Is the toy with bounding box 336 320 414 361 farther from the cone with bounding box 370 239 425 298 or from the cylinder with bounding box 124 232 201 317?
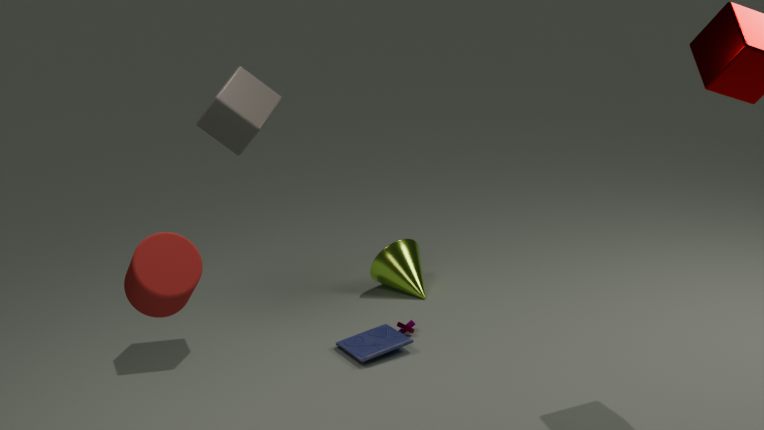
the cylinder with bounding box 124 232 201 317
